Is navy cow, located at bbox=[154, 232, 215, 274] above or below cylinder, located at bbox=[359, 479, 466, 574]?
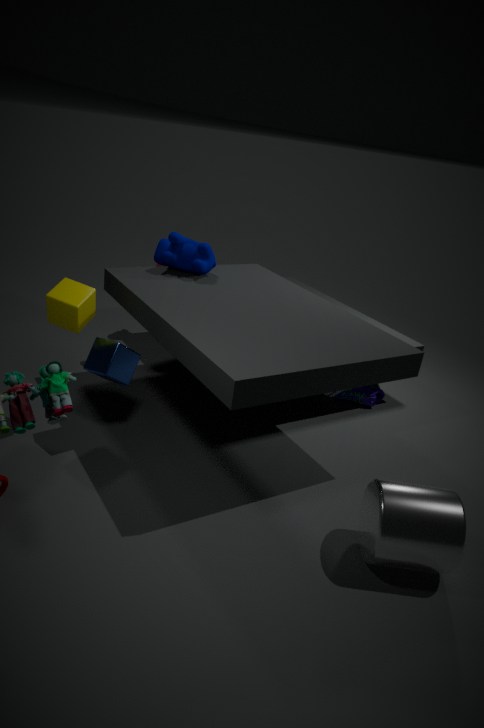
above
